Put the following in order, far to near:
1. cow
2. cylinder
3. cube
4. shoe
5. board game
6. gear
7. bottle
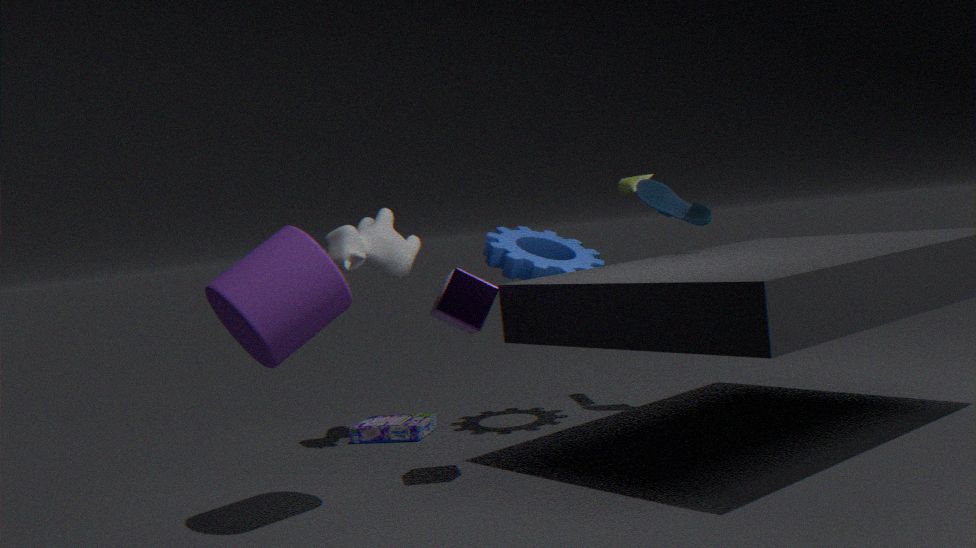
board game < bottle < shoe < cow < gear < cube < cylinder
